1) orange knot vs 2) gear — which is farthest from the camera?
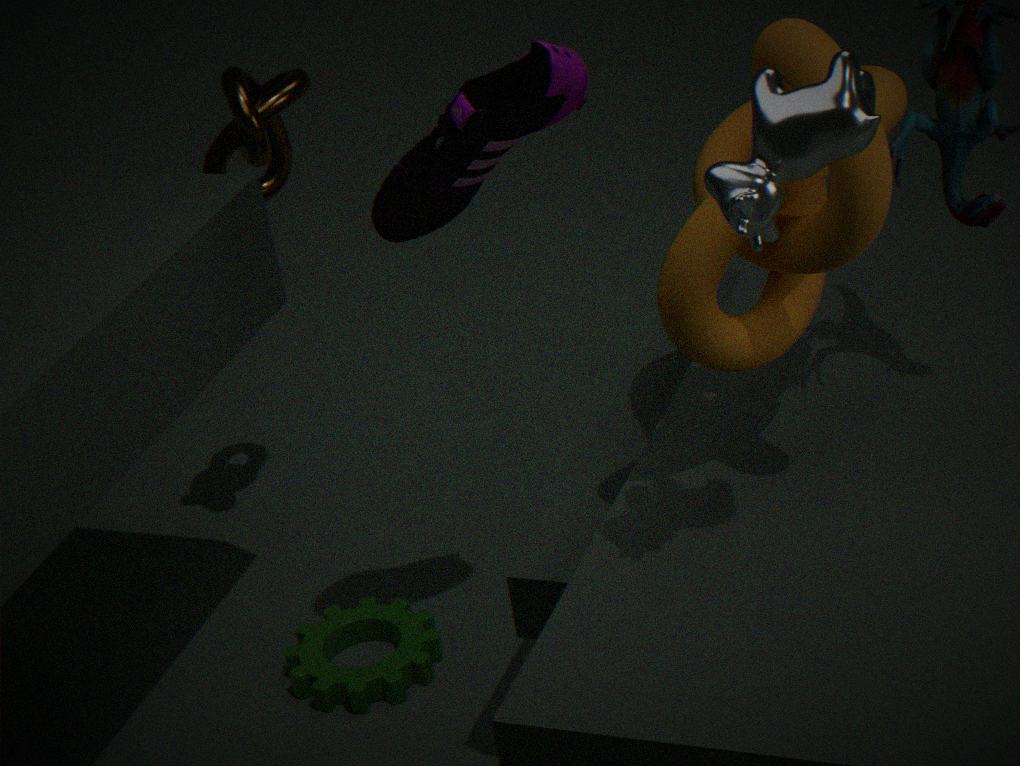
2. gear
